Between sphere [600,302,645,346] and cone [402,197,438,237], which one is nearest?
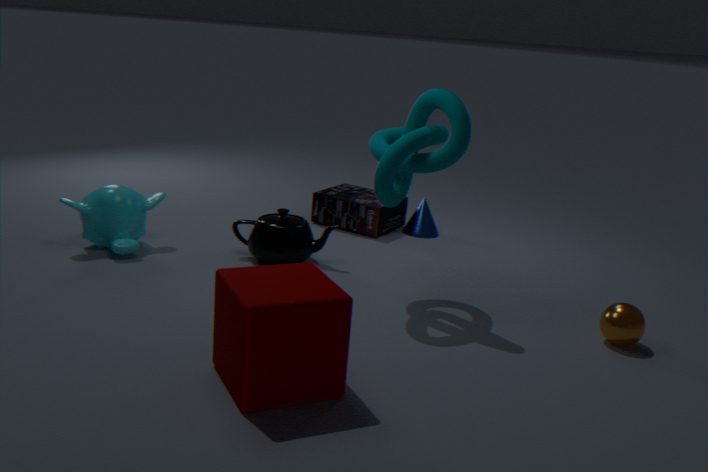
sphere [600,302,645,346]
